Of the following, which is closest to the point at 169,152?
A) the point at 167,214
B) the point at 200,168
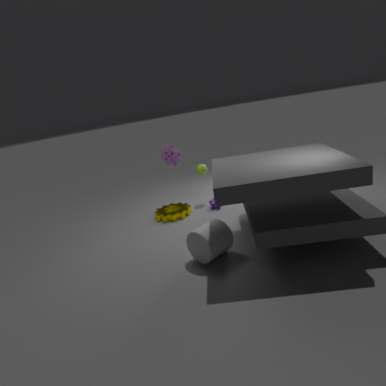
the point at 200,168
